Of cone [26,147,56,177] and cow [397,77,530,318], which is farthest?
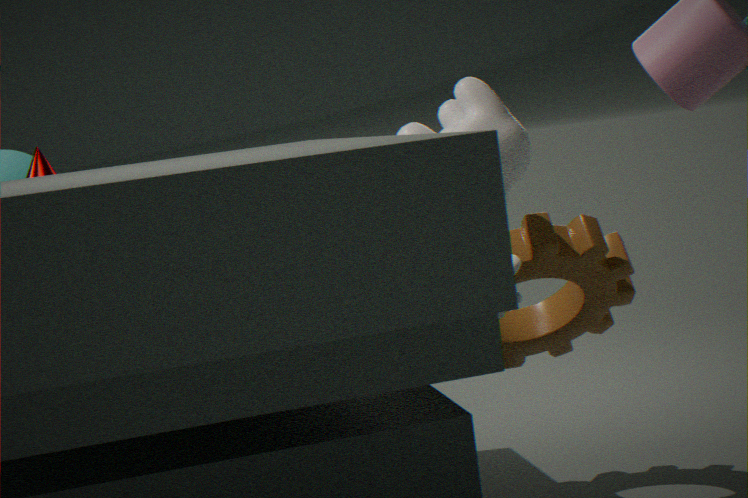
cone [26,147,56,177]
